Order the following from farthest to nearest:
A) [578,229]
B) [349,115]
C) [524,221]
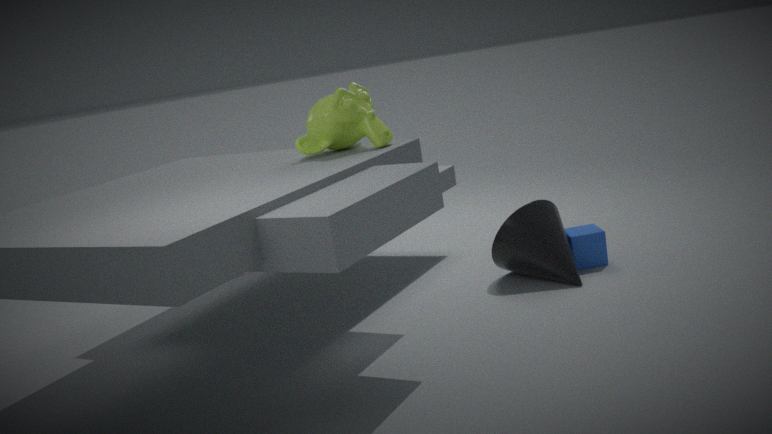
[578,229]
[524,221]
[349,115]
